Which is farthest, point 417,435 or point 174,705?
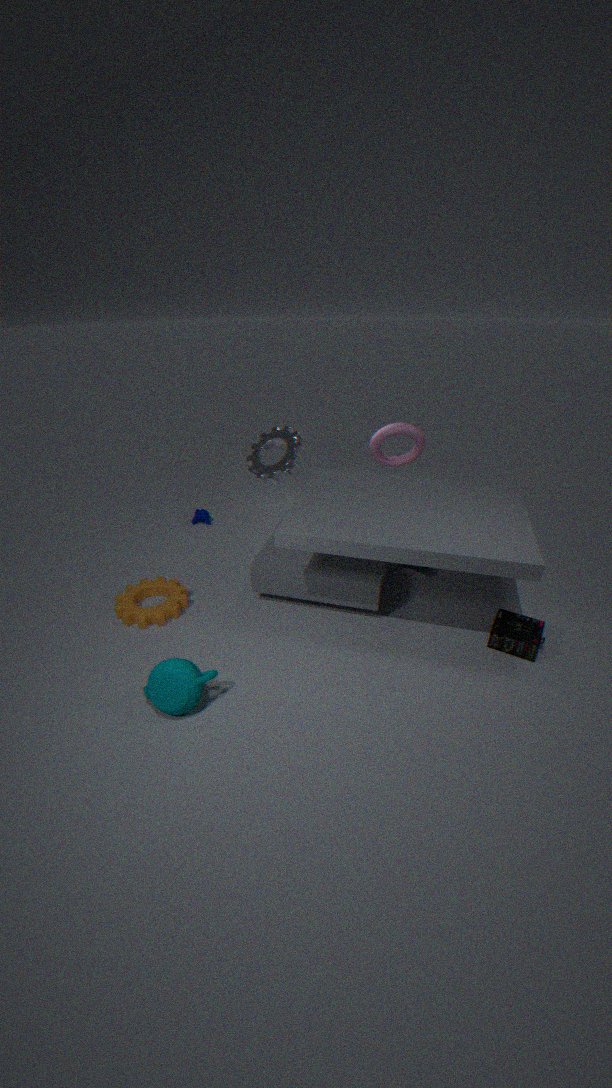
point 417,435
